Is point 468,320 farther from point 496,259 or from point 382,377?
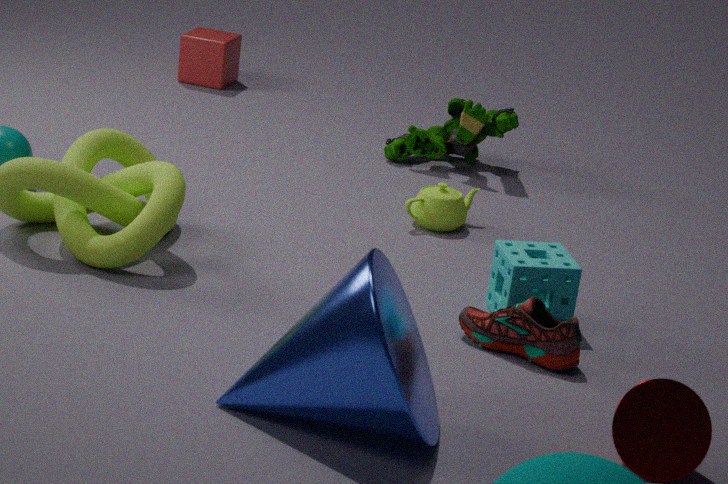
point 382,377
